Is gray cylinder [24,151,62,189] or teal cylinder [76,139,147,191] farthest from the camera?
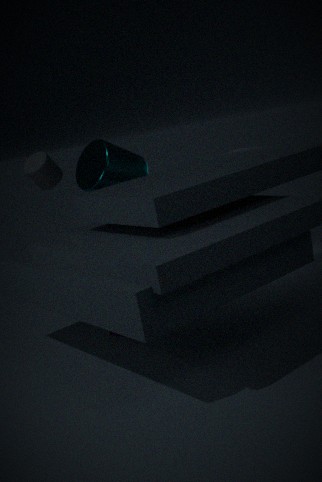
teal cylinder [76,139,147,191]
